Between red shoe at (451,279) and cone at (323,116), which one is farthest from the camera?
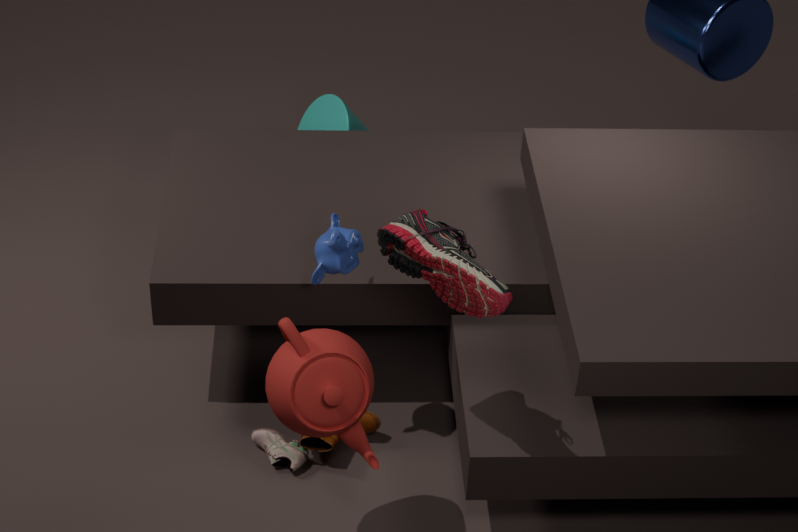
cone at (323,116)
